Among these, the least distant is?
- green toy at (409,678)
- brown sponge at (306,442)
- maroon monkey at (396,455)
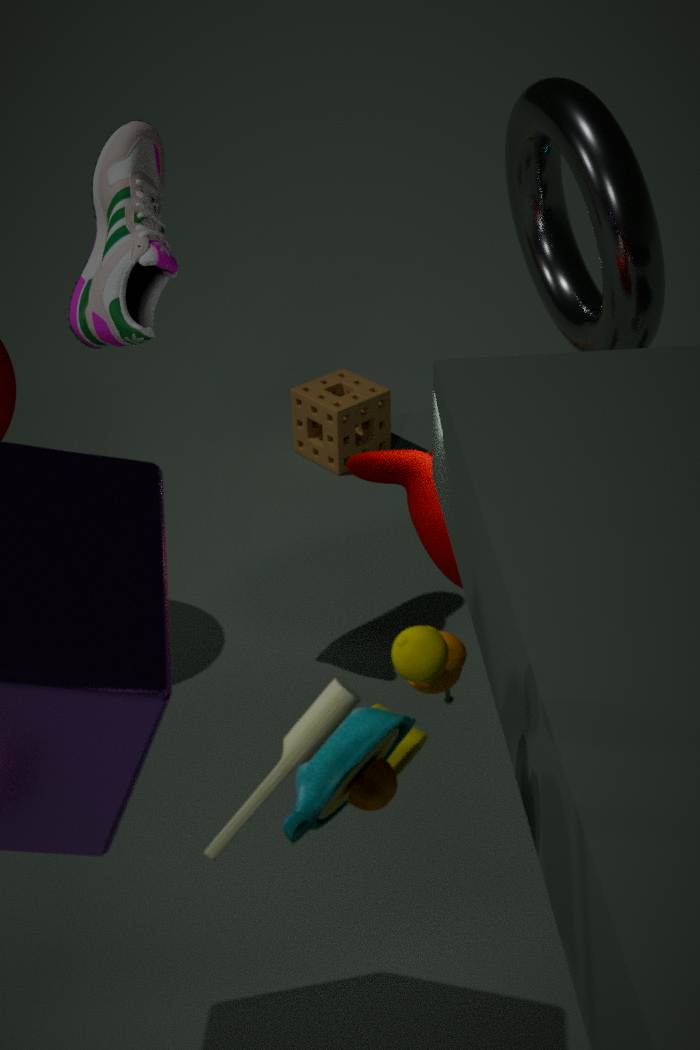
green toy at (409,678)
